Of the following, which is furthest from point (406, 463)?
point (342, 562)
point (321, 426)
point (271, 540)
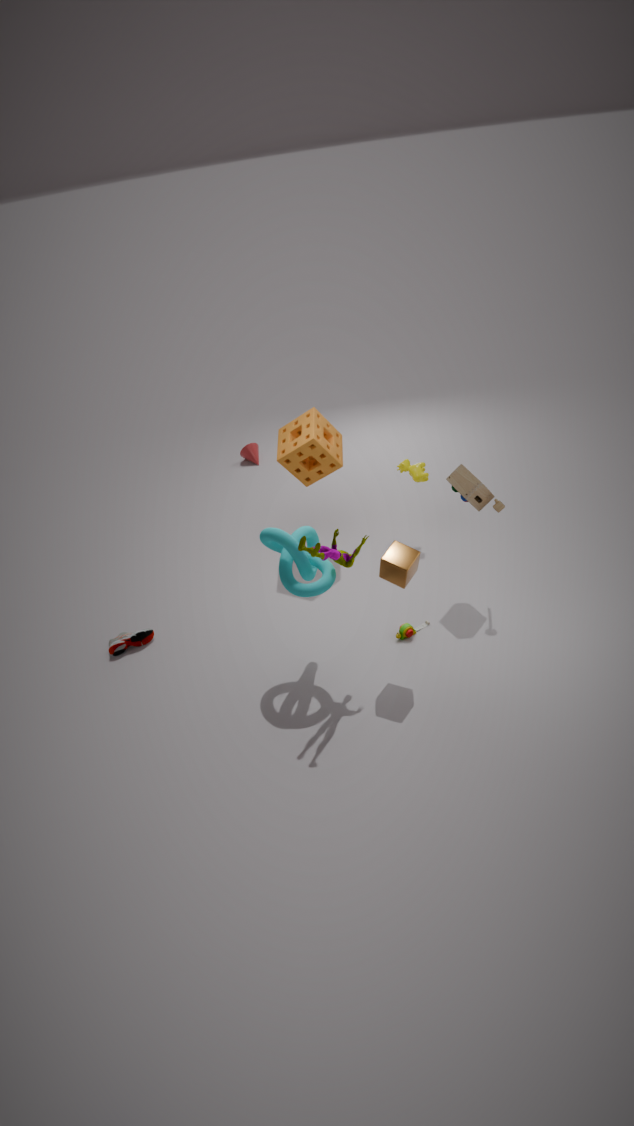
point (342, 562)
